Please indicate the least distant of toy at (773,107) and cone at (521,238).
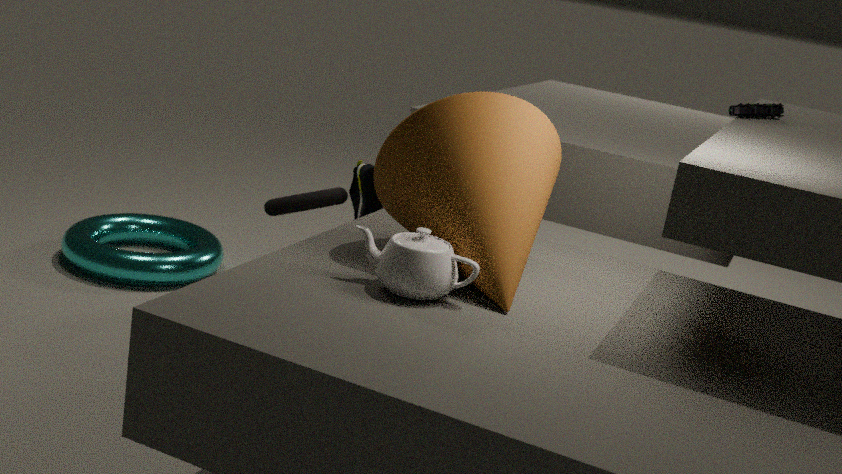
cone at (521,238)
